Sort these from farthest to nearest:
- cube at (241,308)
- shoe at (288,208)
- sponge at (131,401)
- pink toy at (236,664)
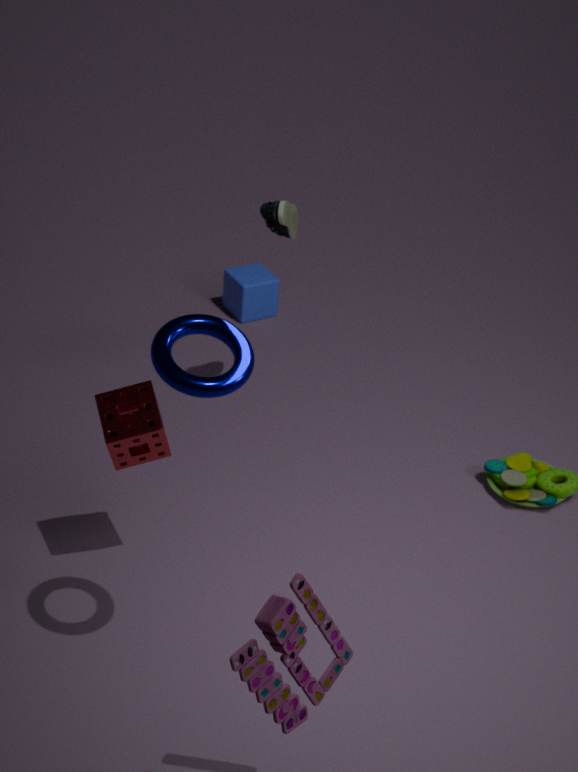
1. cube at (241,308)
2. shoe at (288,208)
3. sponge at (131,401)
4. pink toy at (236,664)
